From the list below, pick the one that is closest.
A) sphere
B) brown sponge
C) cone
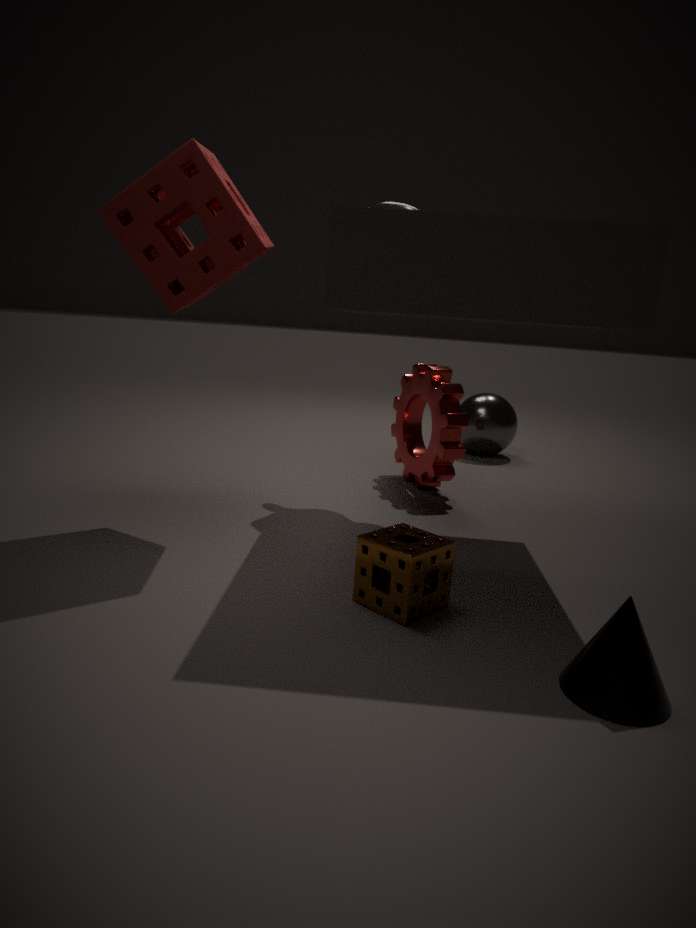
cone
